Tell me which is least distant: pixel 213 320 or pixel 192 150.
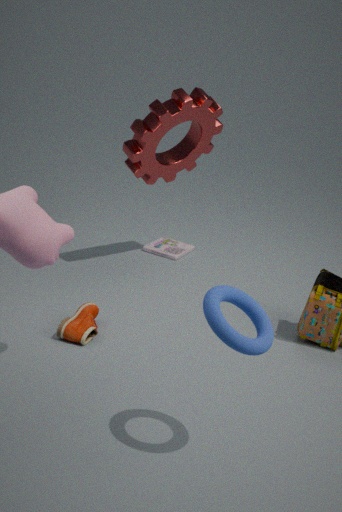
pixel 213 320
